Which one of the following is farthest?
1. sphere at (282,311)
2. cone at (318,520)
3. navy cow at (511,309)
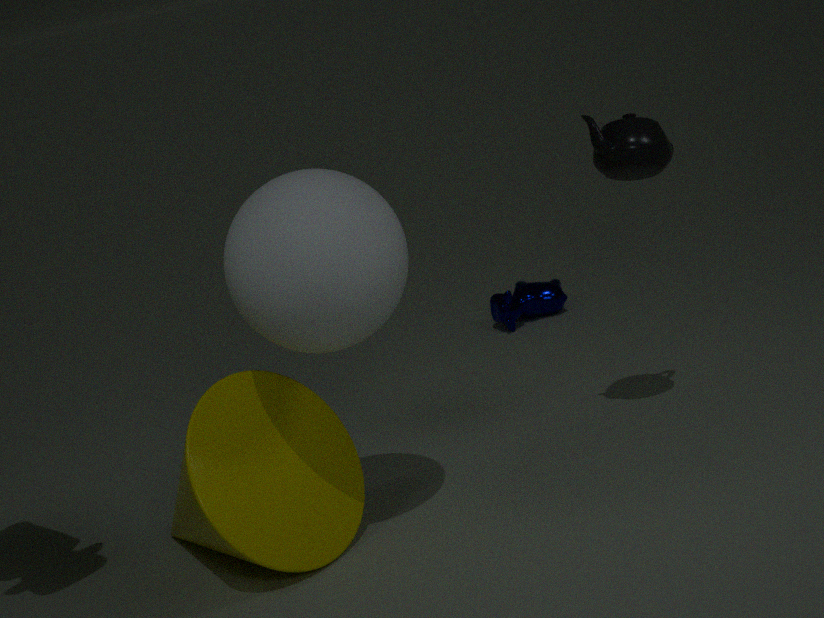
navy cow at (511,309)
